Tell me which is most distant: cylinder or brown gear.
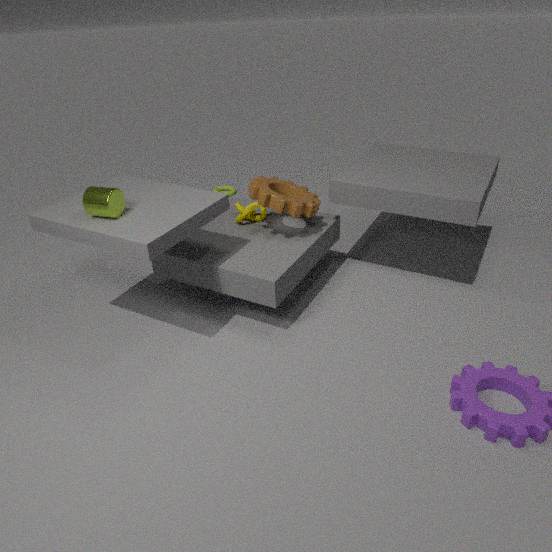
brown gear
